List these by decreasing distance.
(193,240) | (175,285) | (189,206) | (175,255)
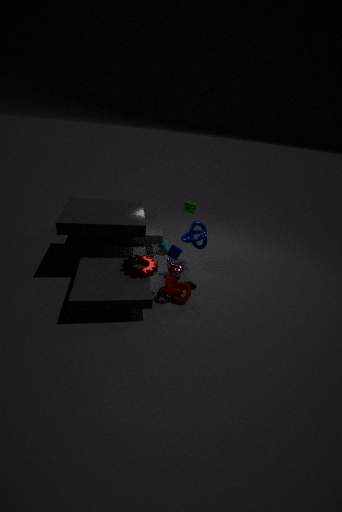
(189,206), (193,240), (175,285), (175,255)
